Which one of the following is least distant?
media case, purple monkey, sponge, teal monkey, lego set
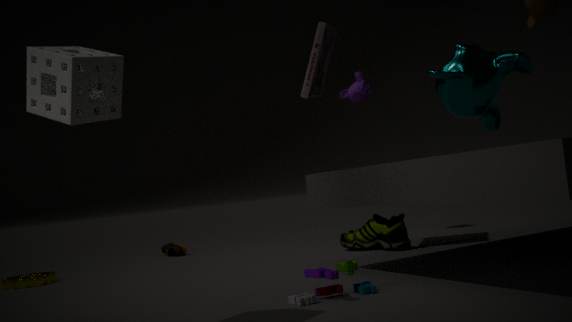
sponge
